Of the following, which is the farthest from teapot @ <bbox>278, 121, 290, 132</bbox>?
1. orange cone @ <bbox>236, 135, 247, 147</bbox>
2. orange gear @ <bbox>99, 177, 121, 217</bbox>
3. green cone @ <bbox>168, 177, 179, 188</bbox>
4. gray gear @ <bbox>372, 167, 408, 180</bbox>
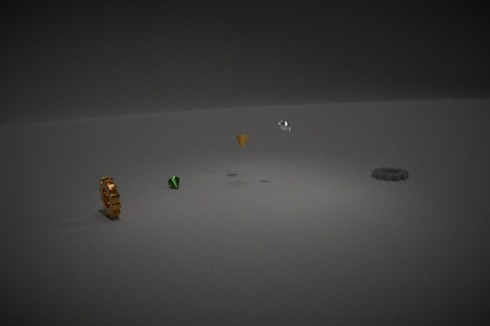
orange gear @ <bbox>99, 177, 121, 217</bbox>
